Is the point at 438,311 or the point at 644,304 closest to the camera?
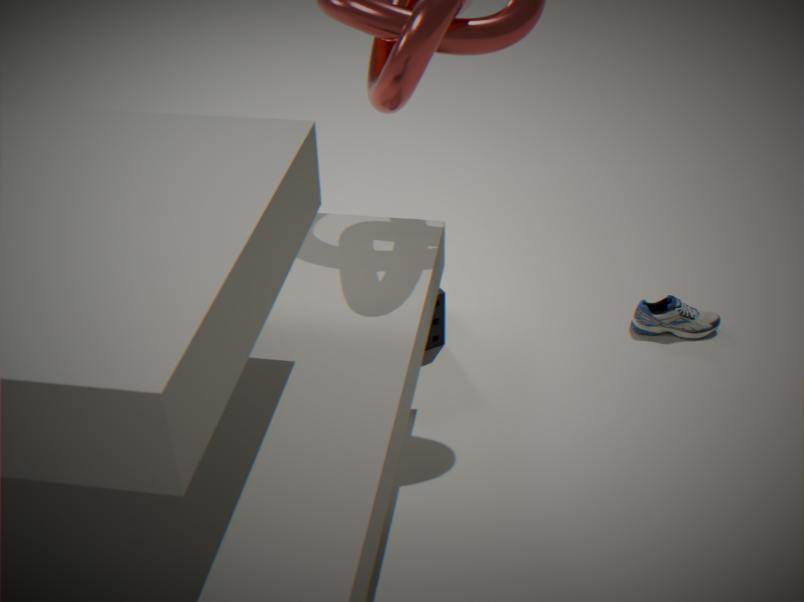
the point at 438,311
